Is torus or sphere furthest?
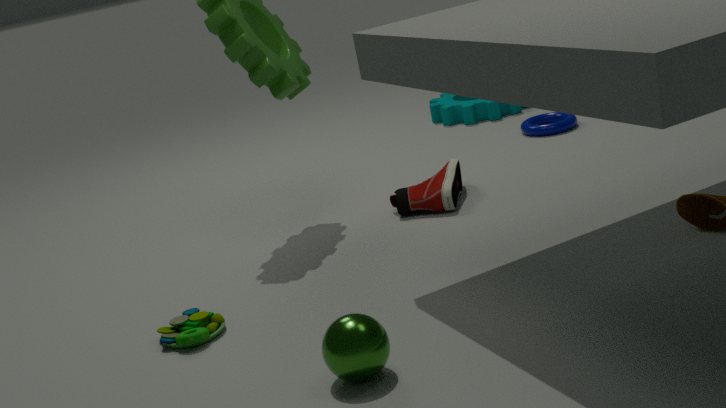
torus
